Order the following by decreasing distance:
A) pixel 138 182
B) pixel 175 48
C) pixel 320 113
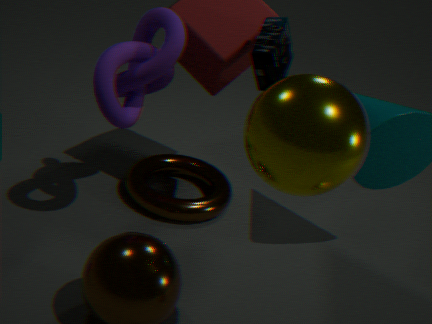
pixel 138 182 → pixel 175 48 → pixel 320 113
